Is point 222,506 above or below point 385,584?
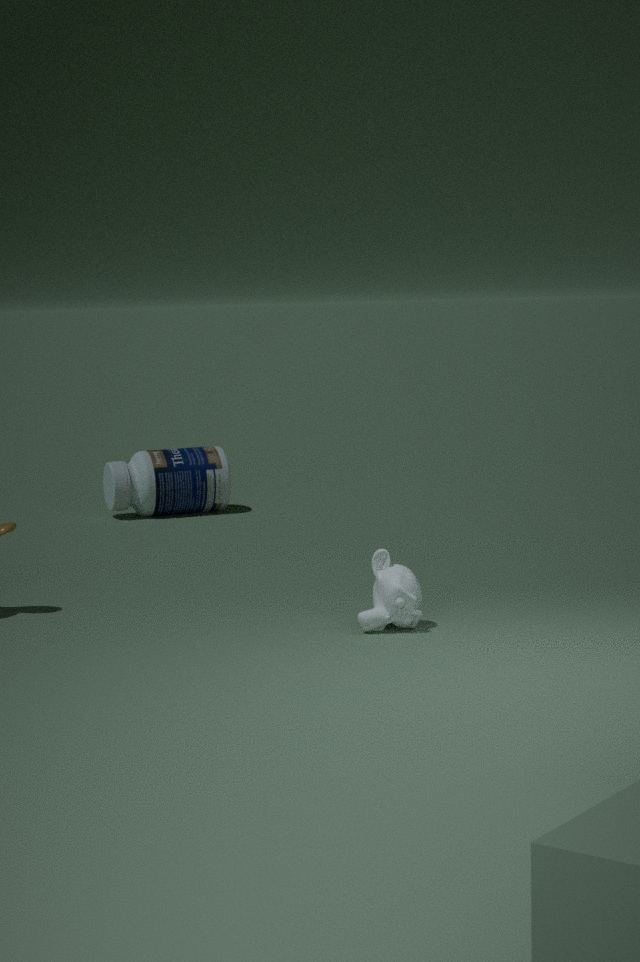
above
